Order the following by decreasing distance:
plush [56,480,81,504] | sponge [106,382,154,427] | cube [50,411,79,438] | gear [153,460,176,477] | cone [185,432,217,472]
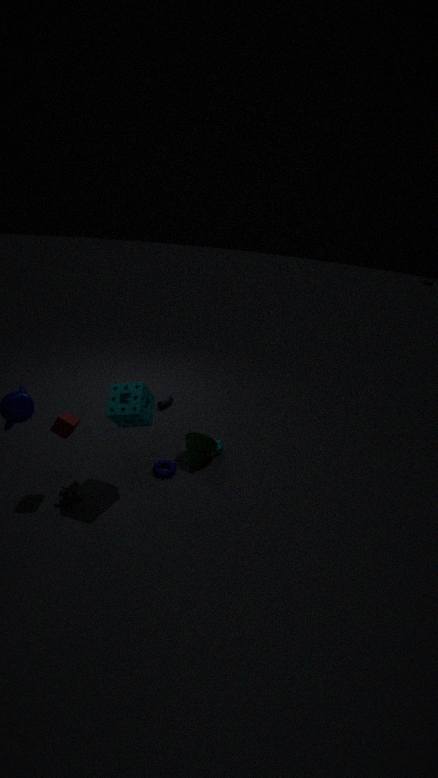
1. cone [185,432,217,472]
2. gear [153,460,176,477]
3. plush [56,480,81,504]
4. sponge [106,382,154,427]
5. cube [50,411,79,438]
